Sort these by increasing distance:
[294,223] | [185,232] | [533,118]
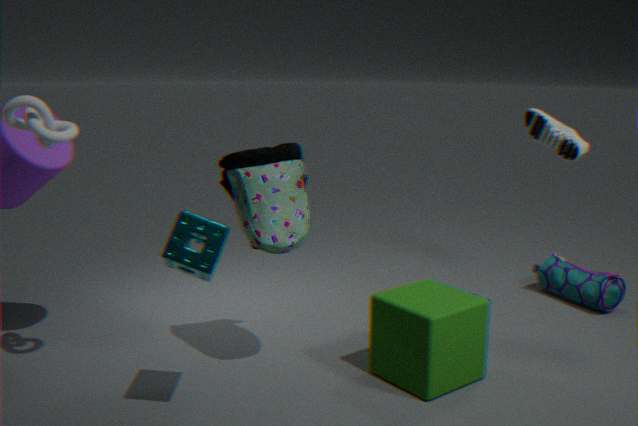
[185,232]
[294,223]
[533,118]
